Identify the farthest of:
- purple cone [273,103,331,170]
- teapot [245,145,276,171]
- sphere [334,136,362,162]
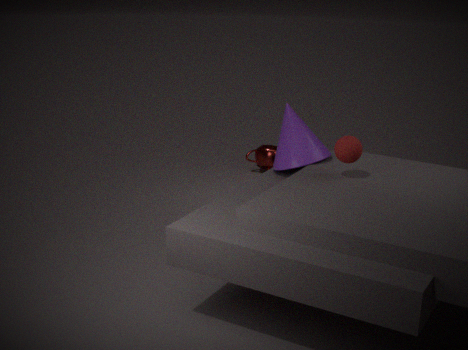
teapot [245,145,276,171]
